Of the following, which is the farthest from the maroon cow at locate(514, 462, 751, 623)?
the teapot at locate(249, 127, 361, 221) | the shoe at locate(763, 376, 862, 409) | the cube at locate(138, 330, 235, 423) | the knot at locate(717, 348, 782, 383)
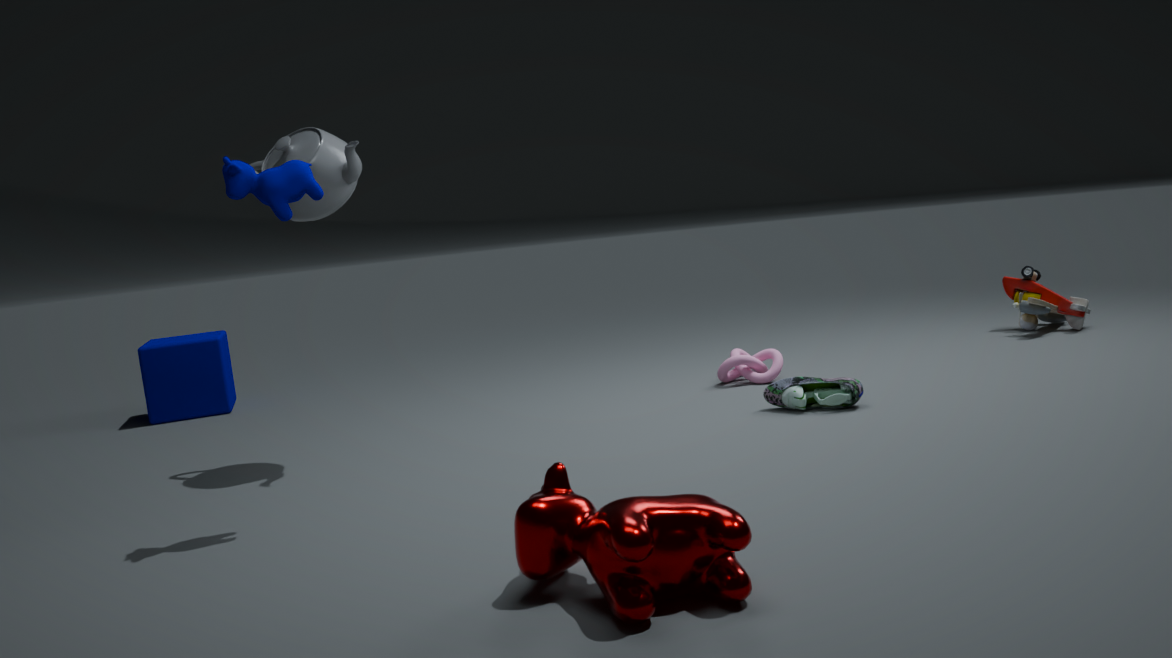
the cube at locate(138, 330, 235, 423)
